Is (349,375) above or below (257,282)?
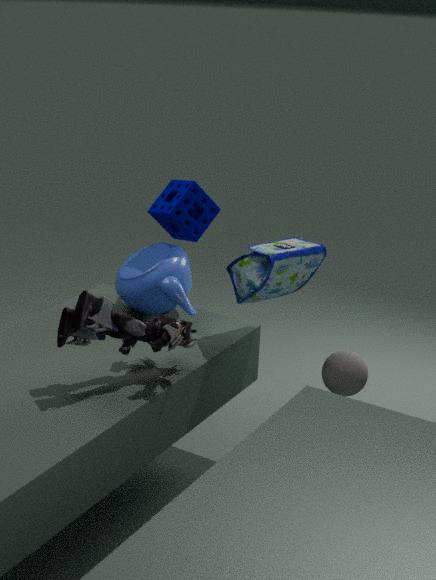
below
